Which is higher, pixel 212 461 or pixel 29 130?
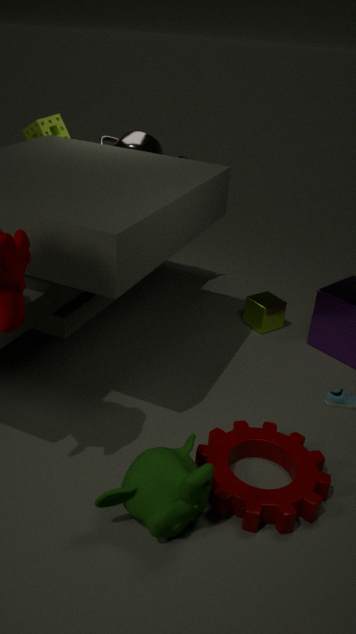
pixel 29 130
